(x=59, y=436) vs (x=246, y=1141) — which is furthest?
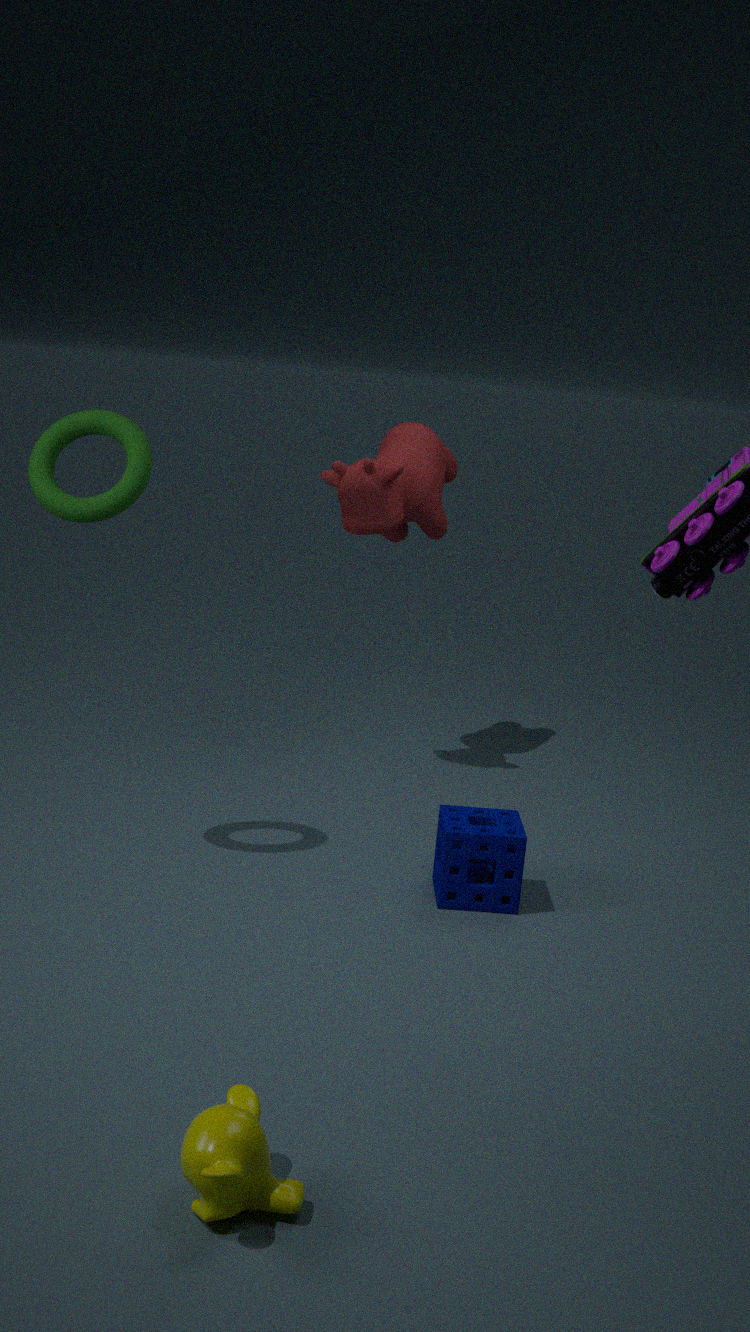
(x=59, y=436)
